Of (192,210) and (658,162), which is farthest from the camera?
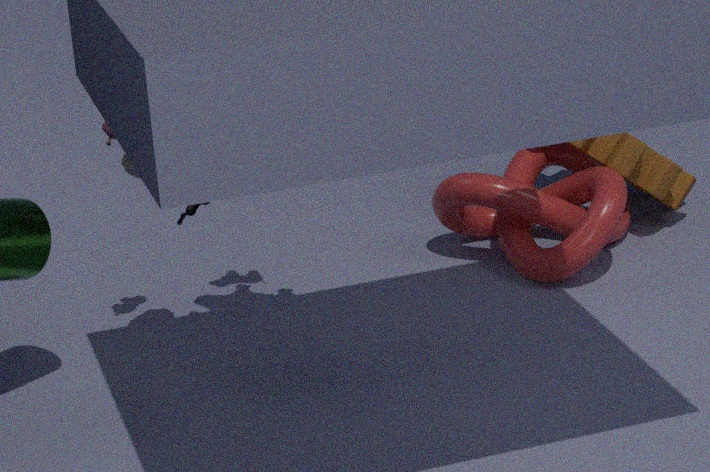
(658,162)
